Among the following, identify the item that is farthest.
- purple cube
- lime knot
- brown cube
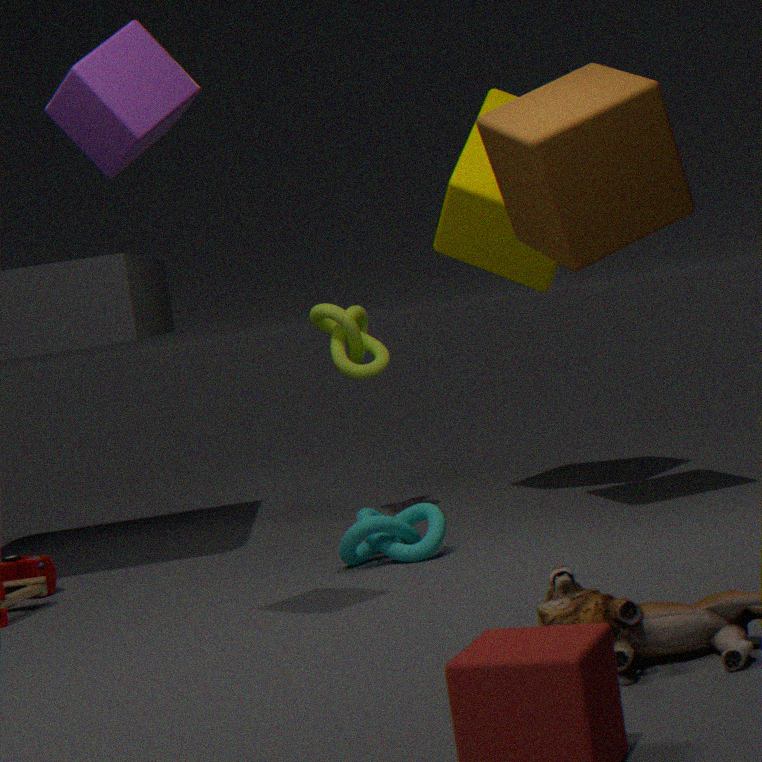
lime knot
